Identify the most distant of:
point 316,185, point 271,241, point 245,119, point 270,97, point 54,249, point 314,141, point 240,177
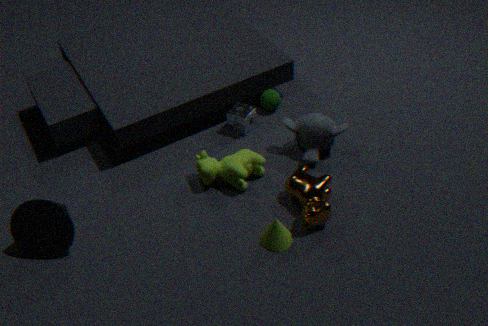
Result: point 270,97
